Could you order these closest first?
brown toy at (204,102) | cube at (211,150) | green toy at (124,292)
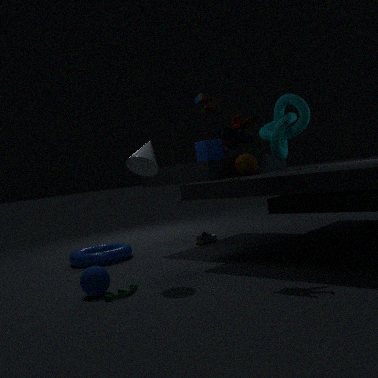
green toy at (124,292)
brown toy at (204,102)
cube at (211,150)
